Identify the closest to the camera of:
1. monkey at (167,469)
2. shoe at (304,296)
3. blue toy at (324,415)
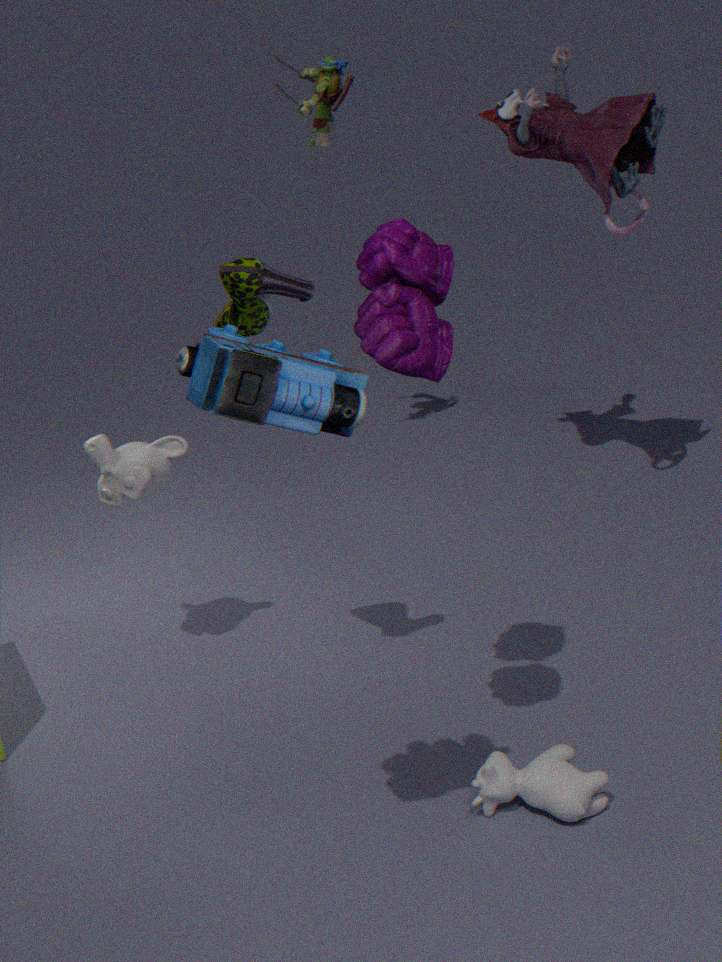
blue toy at (324,415)
